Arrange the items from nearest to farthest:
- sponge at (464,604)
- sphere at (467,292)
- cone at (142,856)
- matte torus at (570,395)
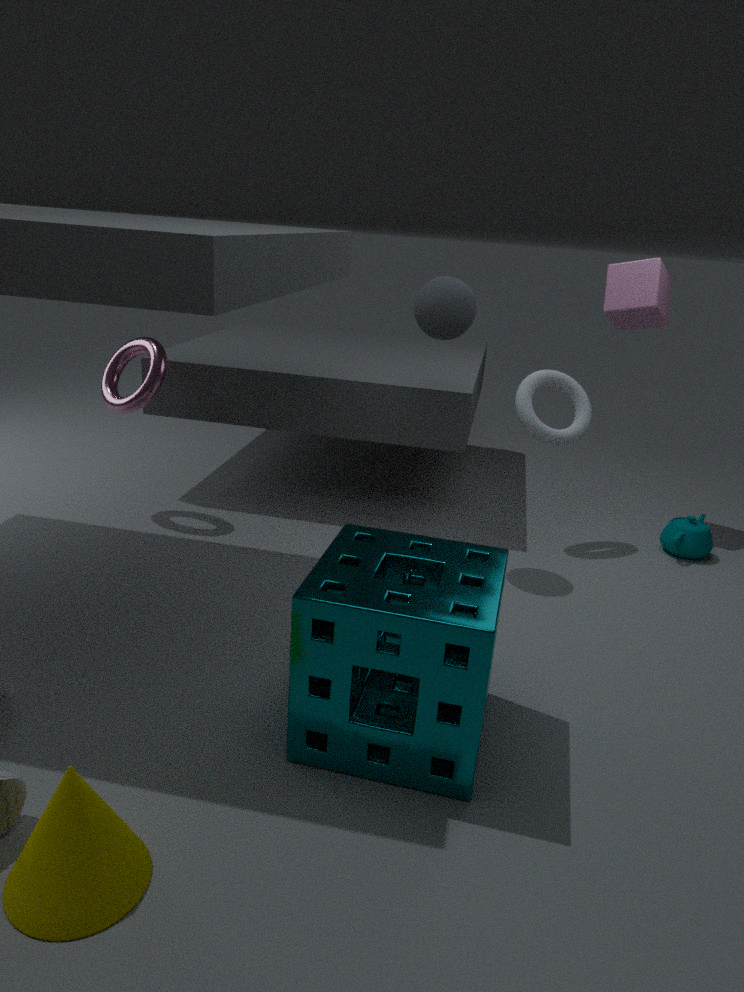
cone at (142,856), sponge at (464,604), sphere at (467,292), matte torus at (570,395)
